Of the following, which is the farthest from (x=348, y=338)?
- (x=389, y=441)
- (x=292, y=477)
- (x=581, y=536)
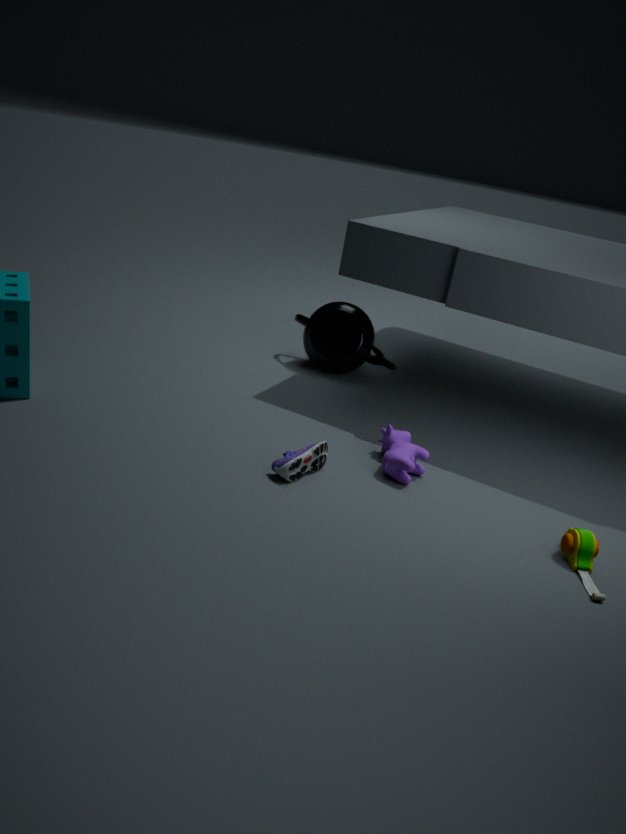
(x=581, y=536)
